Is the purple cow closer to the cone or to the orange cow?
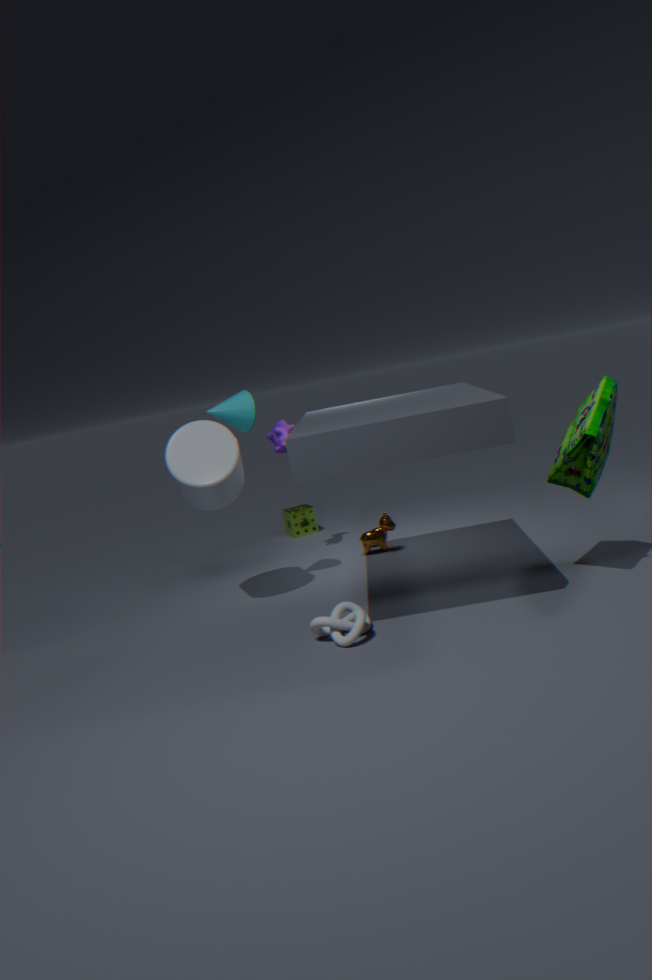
the cone
